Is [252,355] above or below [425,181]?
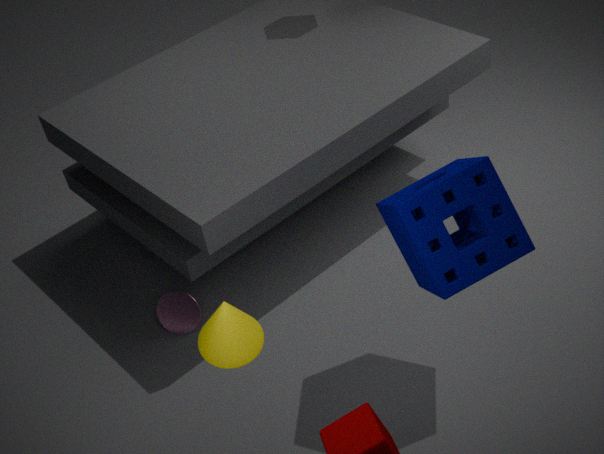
above
